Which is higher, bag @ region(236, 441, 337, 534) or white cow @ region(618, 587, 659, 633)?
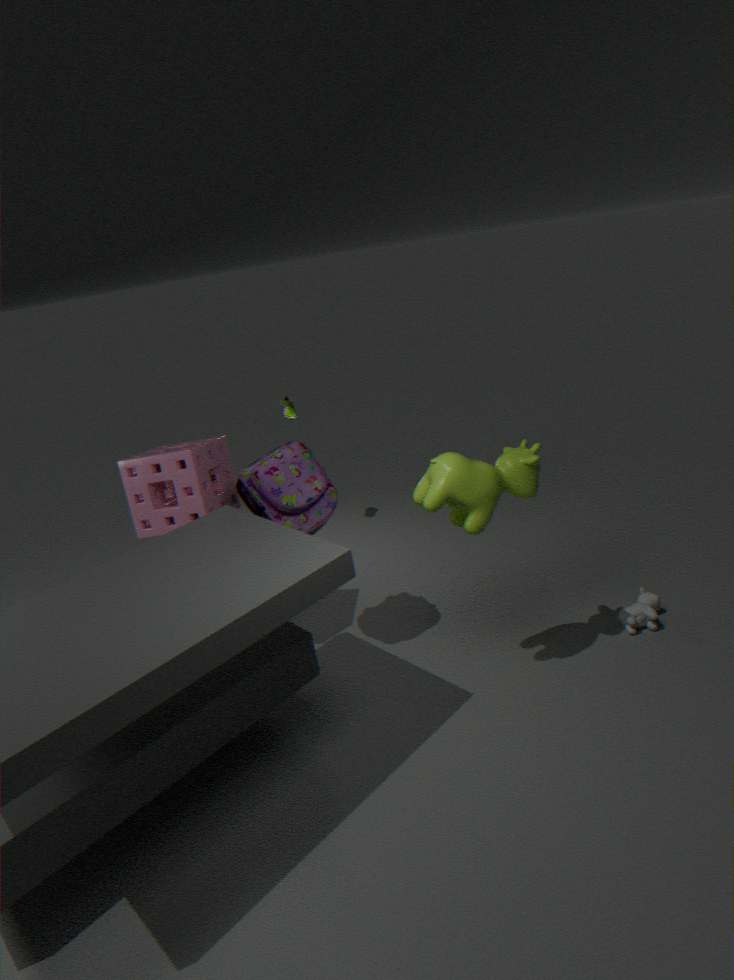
bag @ region(236, 441, 337, 534)
